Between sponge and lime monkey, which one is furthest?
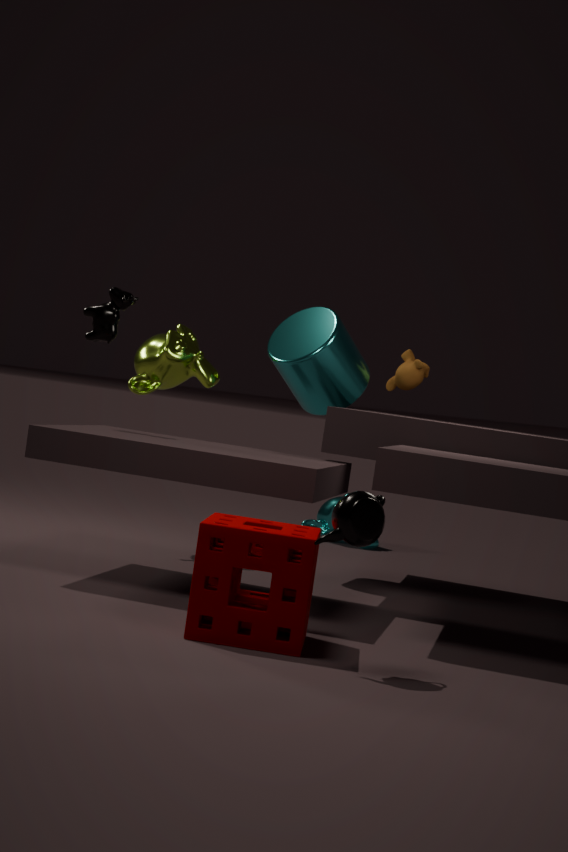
lime monkey
